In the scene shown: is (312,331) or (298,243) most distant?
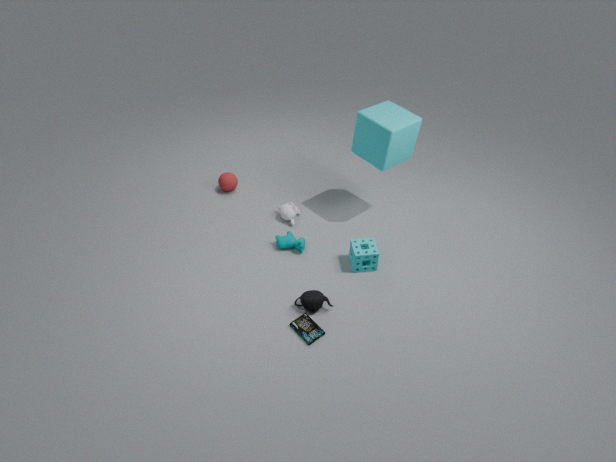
(298,243)
